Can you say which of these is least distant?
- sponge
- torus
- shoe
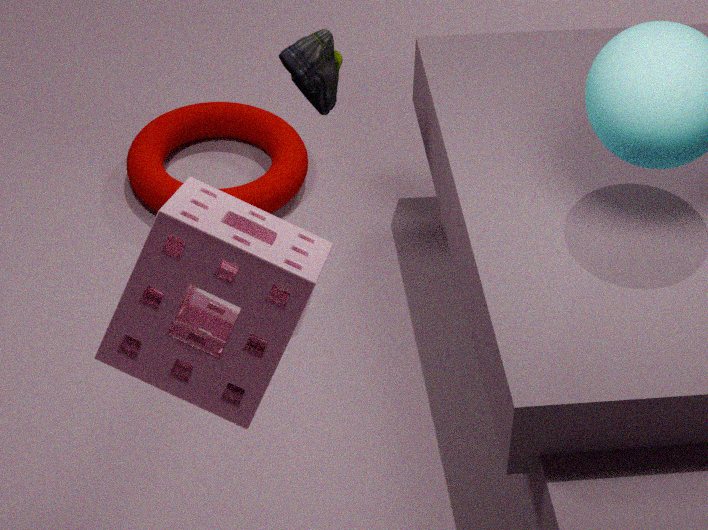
sponge
